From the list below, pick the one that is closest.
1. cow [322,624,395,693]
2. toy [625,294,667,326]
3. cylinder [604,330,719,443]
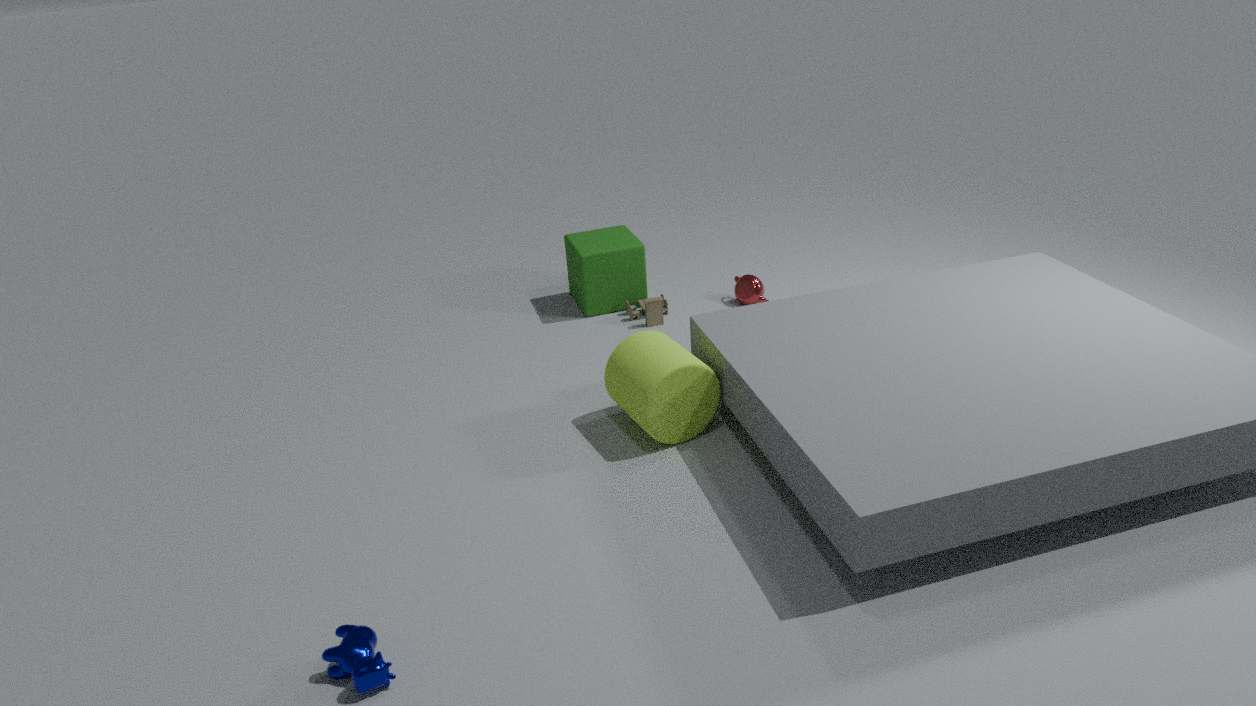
cow [322,624,395,693]
